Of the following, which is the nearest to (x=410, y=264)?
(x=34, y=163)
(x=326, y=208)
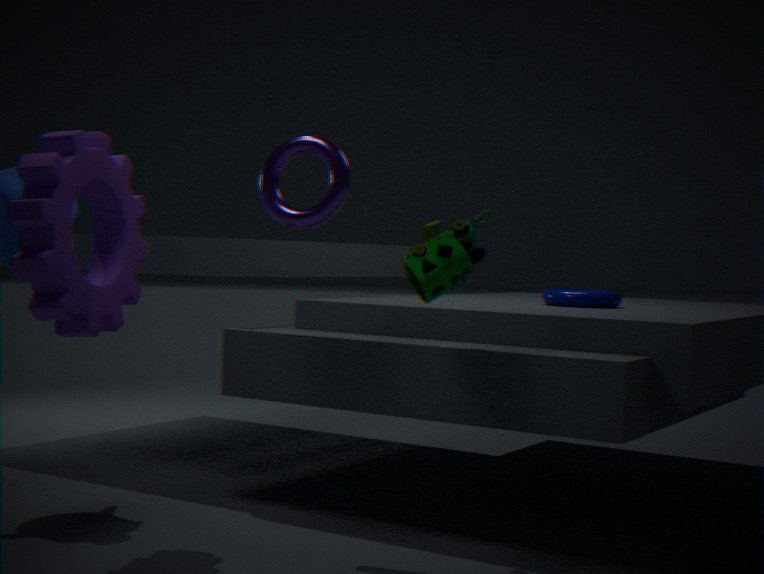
(x=326, y=208)
